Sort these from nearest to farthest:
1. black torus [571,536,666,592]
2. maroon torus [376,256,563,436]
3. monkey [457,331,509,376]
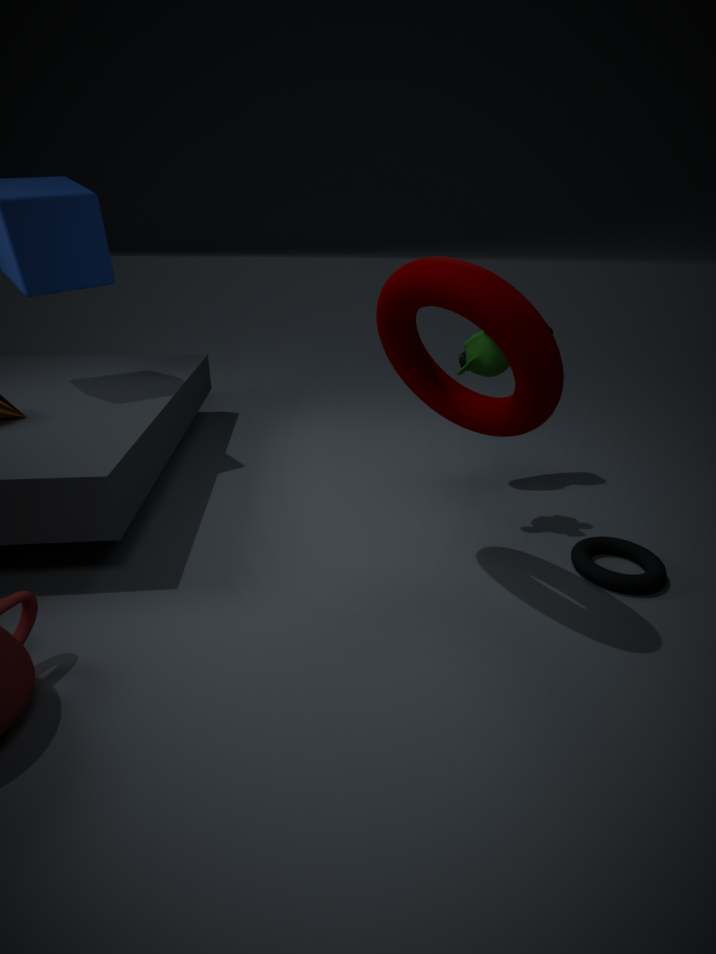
maroon torus [376,256,563,436] < black torus [571,536,666,592] < monkey [457,331,509,376]
